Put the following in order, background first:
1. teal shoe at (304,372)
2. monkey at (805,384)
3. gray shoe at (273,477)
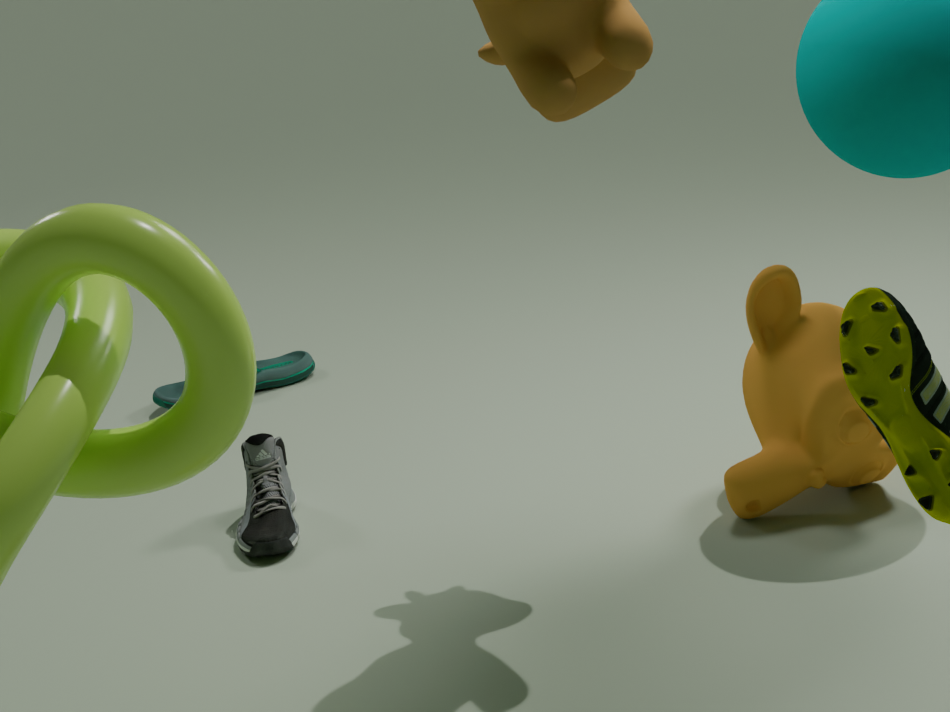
teal shoe at (304,372), gray shoe at (273,477), monkey at (805,384)
